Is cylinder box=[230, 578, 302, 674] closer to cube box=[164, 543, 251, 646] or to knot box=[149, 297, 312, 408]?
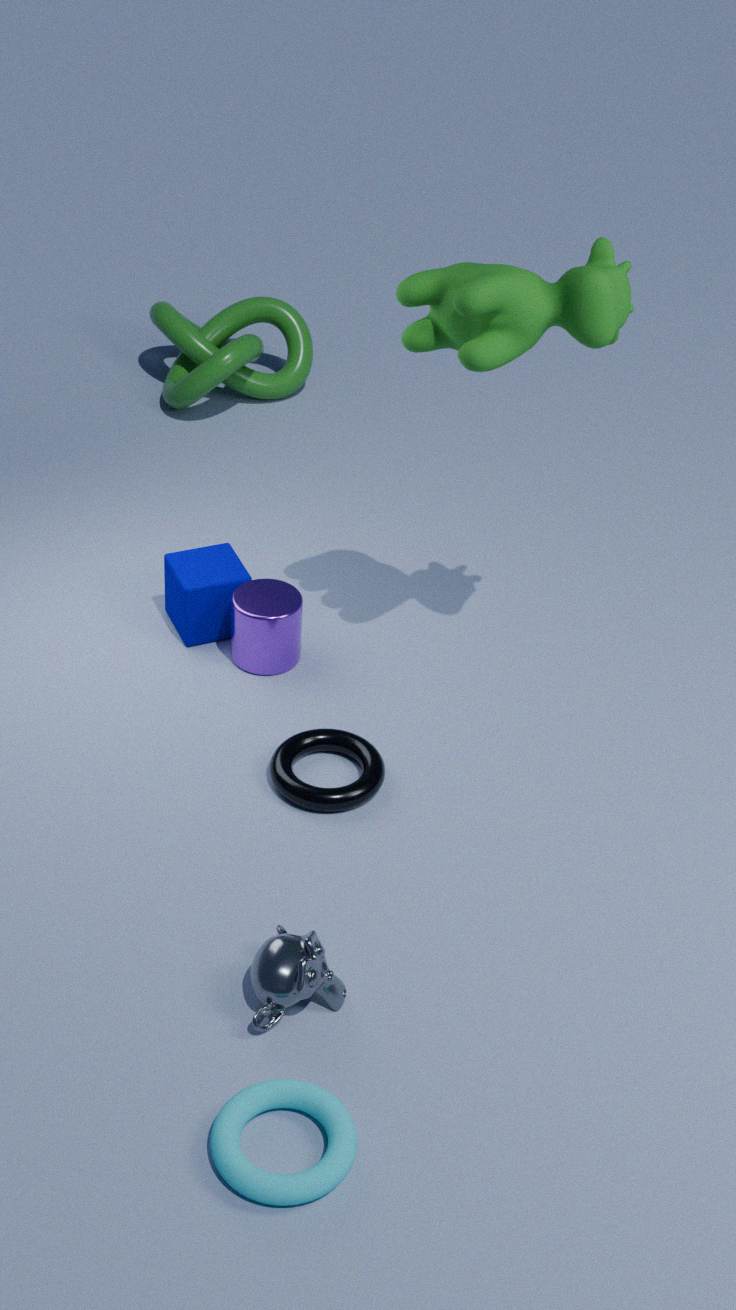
cube box=[164, 543, 251, 646]
